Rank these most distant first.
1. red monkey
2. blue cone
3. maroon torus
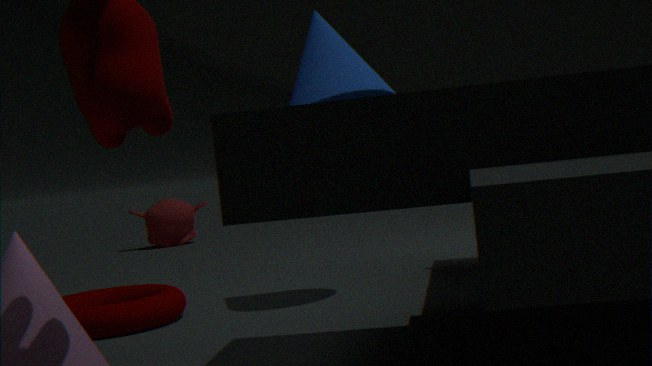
red monkey, blue cone, maroon torus
